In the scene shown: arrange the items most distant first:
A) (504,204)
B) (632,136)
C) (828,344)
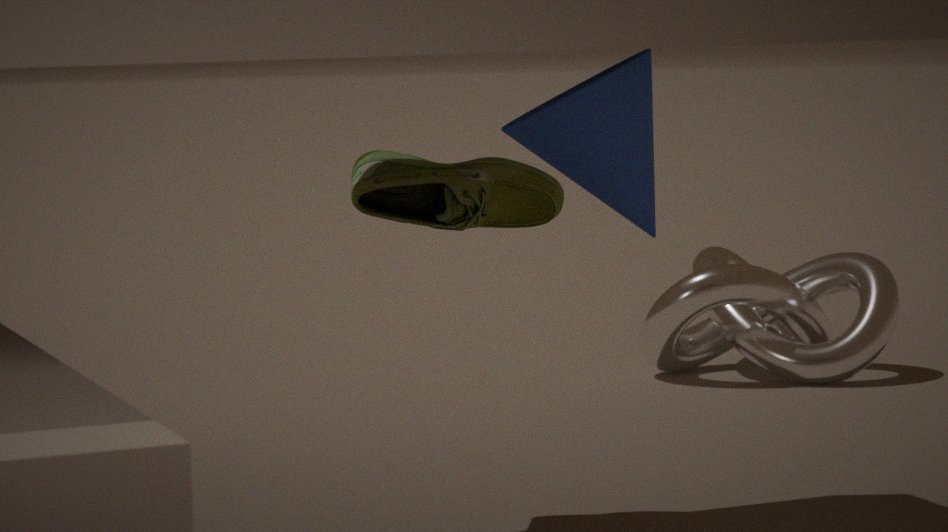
(828,344) < (504,204) < (632,136)
